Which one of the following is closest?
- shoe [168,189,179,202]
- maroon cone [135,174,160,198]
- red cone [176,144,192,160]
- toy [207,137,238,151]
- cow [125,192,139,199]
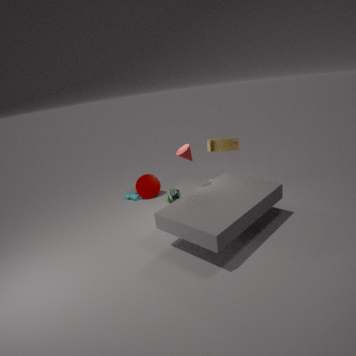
red cone [176,144,192,160]
